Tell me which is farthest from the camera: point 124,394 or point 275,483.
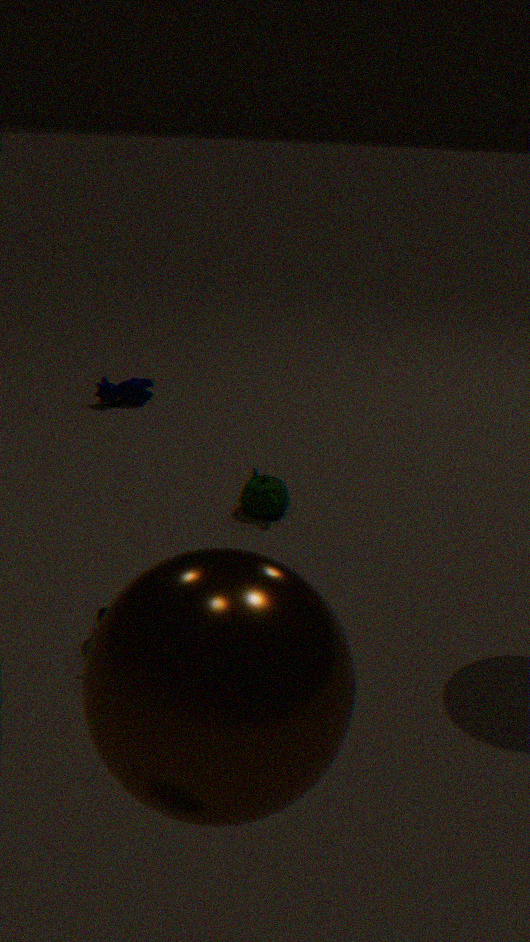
point 124,394
